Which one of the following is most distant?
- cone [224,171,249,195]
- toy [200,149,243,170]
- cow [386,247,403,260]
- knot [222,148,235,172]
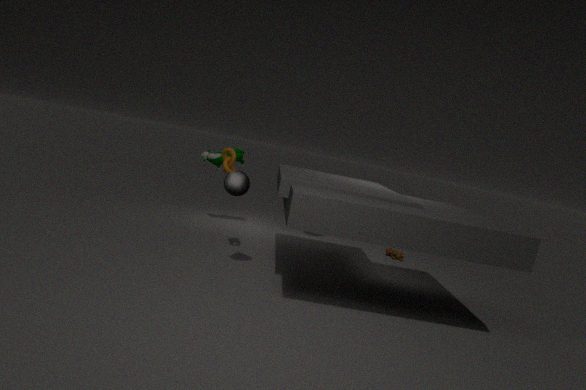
cow [386,247,403,260]
